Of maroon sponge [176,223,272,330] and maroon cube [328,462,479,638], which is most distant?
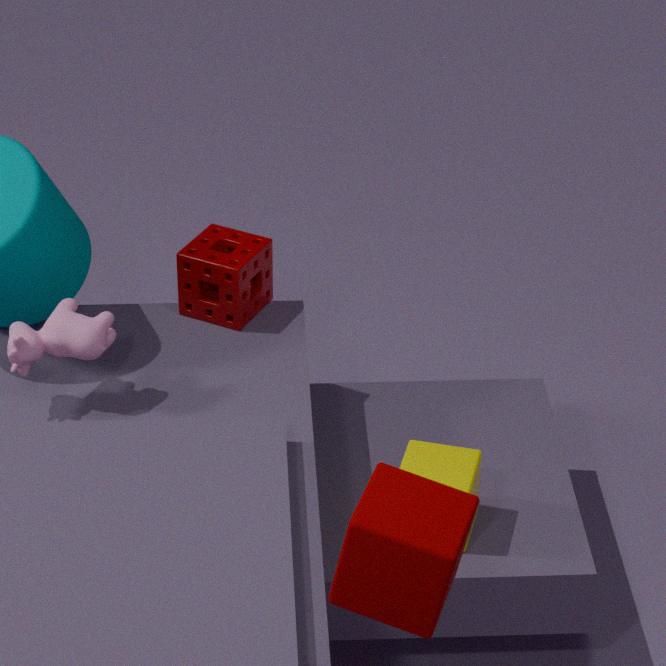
maroon sponge [176,223,272,330]
